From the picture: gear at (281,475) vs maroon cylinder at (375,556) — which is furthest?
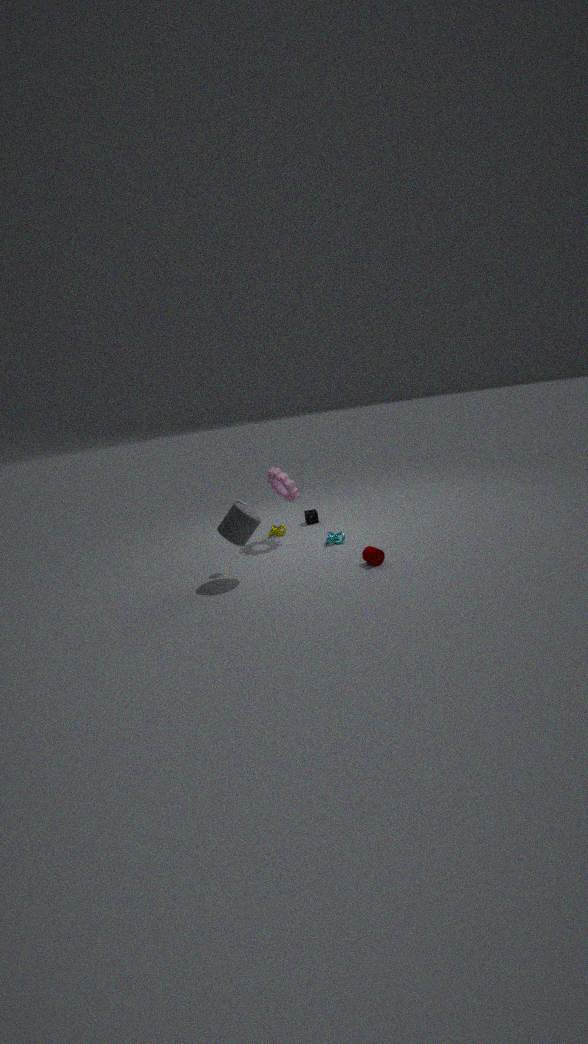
gear at (281,475)
